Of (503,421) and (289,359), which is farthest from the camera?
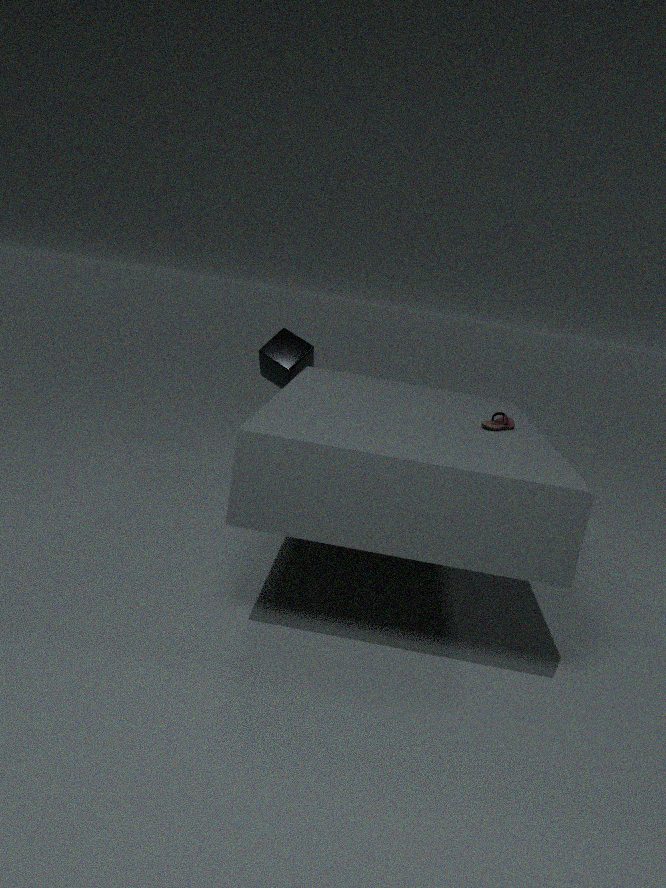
(289,359)
